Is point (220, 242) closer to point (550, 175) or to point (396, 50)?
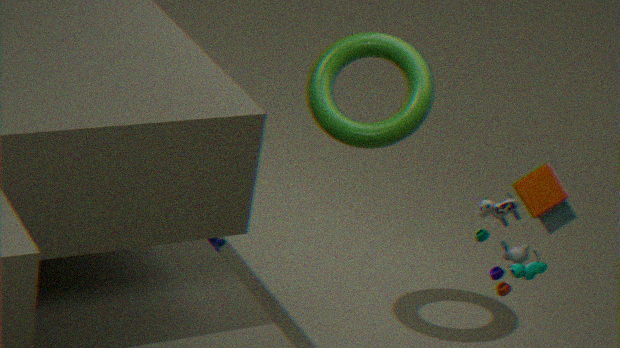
point (396, 50)
